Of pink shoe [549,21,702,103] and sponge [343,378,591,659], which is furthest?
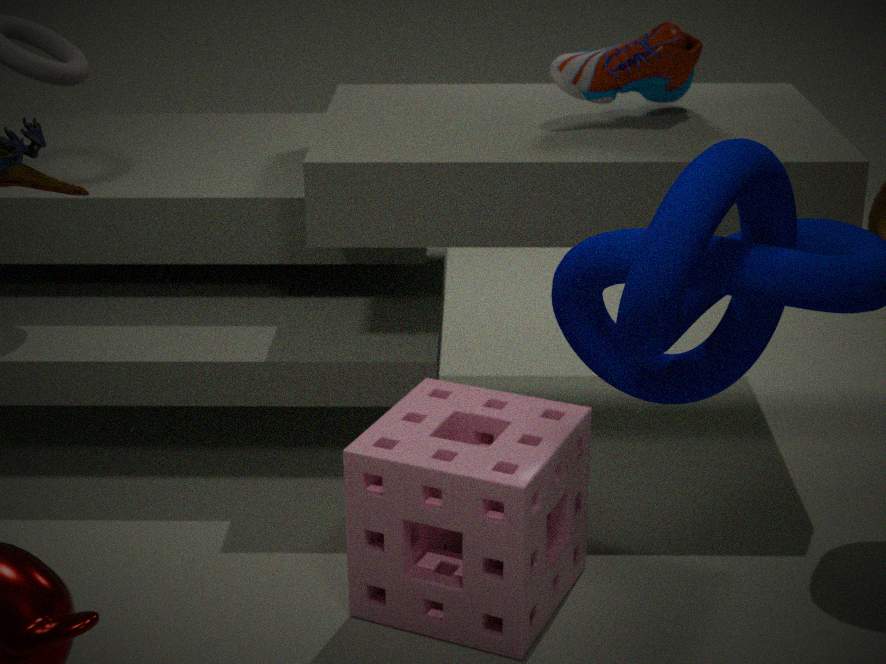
pink shoe [549,21,702,103]
